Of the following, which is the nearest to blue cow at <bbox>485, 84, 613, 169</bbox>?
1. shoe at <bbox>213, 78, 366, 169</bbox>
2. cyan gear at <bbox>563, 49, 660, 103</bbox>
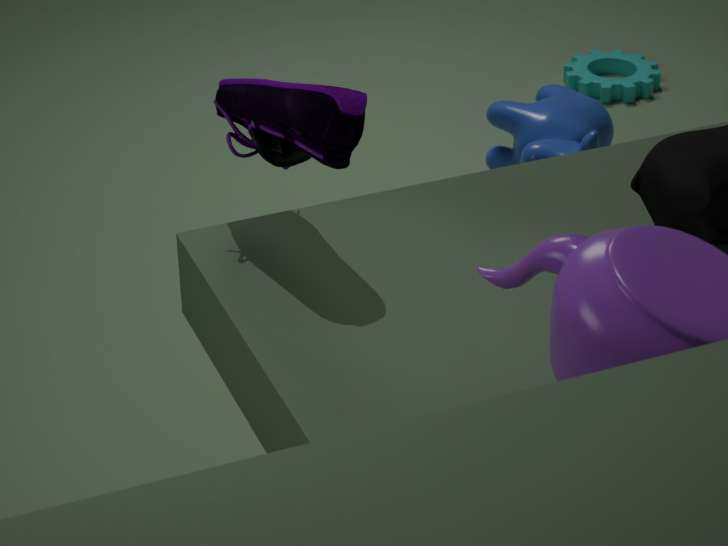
cyan gear at <bbox>563, 49, 660, 103</bbox>
